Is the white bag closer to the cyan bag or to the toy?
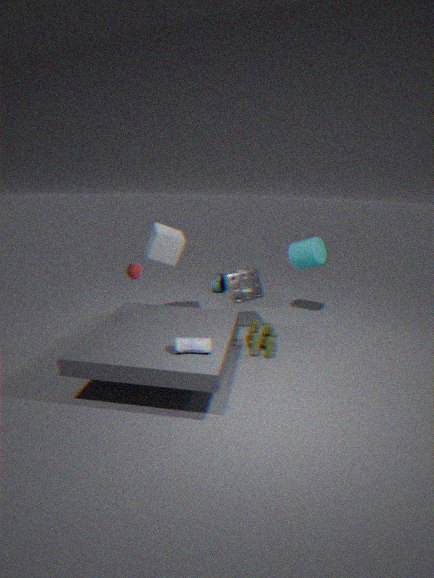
the toy
